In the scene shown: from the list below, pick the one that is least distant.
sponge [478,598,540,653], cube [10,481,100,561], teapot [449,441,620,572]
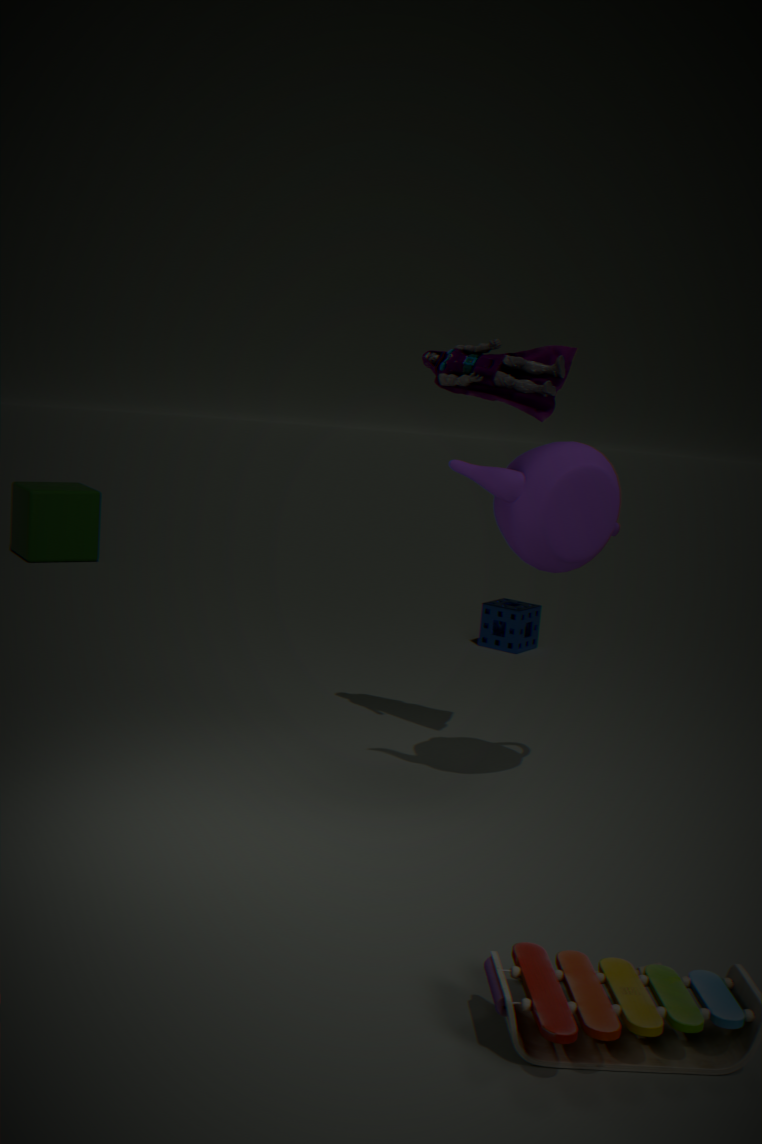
teapot [449,441,620,572]
